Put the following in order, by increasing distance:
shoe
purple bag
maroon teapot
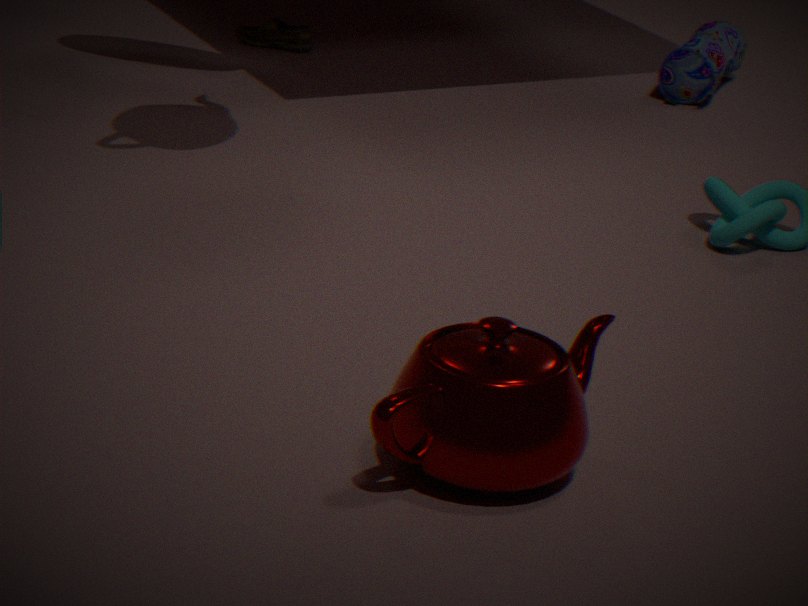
maroon teapot, purple bag, shoe
